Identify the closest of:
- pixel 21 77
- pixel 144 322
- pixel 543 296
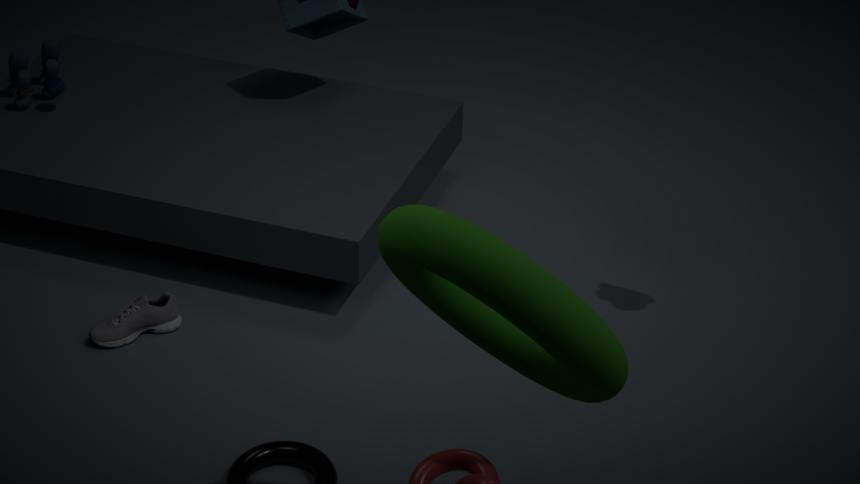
pixel 543 296
